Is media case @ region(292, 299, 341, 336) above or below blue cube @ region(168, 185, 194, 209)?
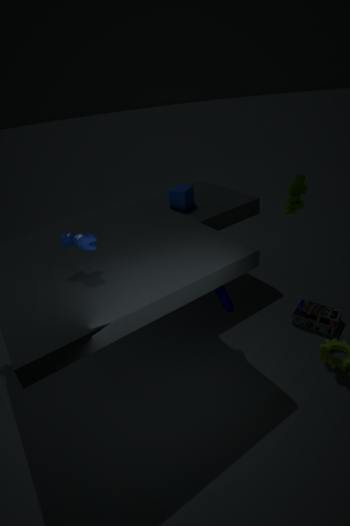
below
